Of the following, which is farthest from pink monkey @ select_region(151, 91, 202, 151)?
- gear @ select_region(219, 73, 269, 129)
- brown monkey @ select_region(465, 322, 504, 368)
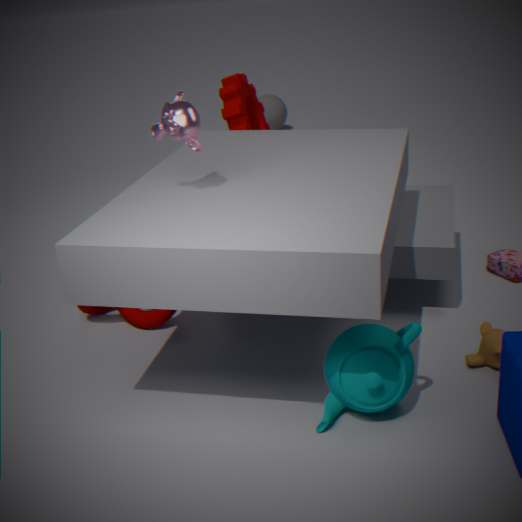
brown monkey @ select_region(465, 322, 504, 368)
